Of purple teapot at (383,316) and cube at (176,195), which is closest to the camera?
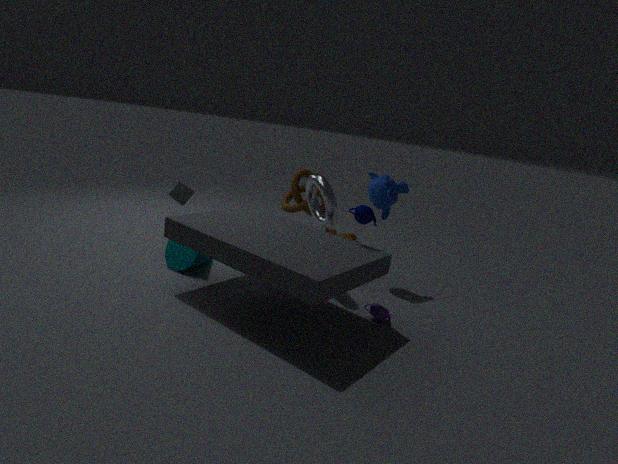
purple teapot at (383,316)
